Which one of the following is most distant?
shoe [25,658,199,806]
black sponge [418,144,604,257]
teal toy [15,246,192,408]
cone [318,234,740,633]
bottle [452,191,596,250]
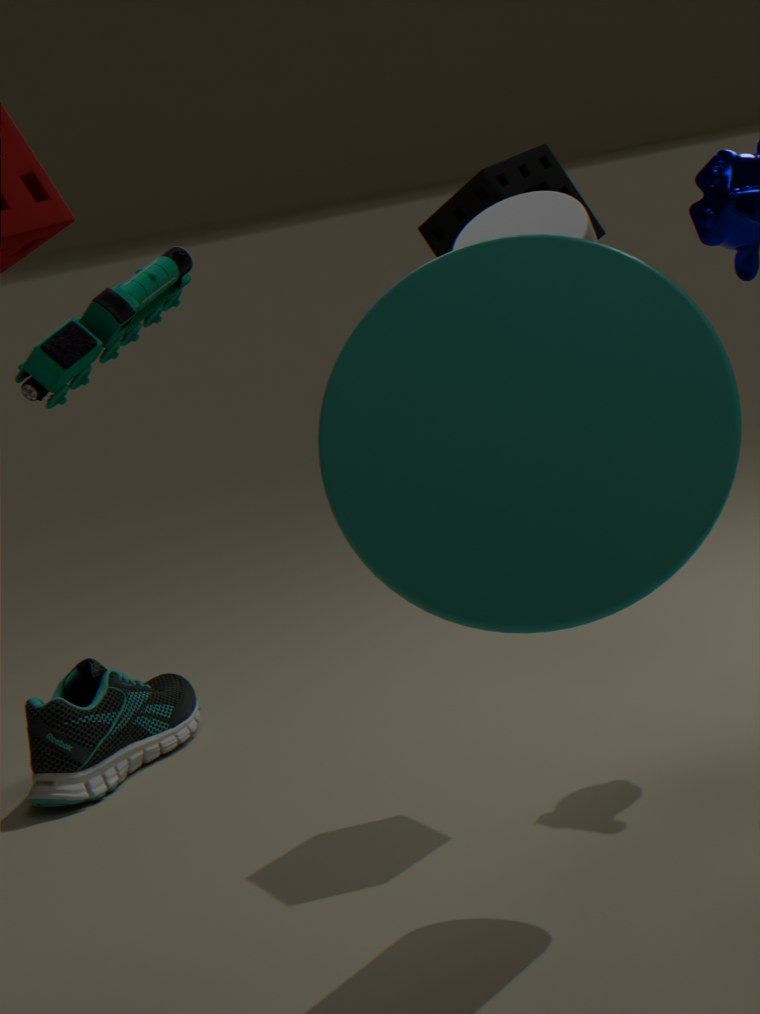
shoe [25,658,199,806]
